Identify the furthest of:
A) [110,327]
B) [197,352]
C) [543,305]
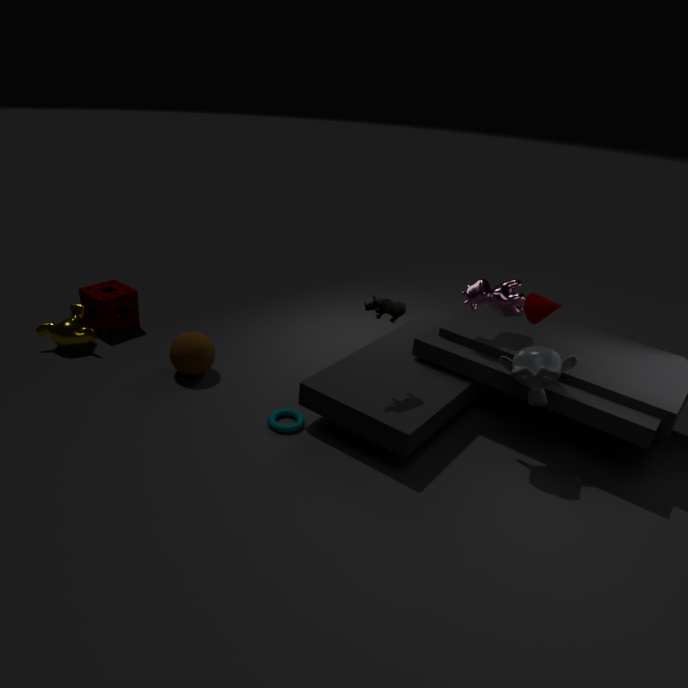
[110,327]
